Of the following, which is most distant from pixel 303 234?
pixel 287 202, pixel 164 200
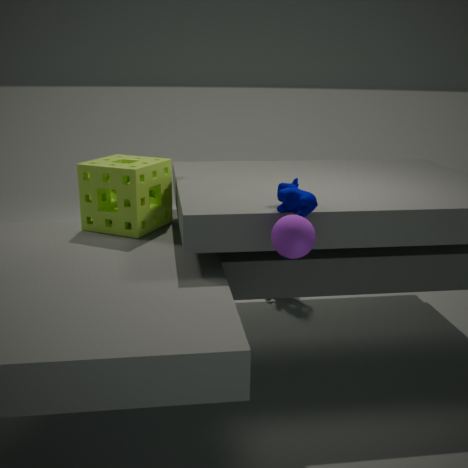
pixel 164 200
